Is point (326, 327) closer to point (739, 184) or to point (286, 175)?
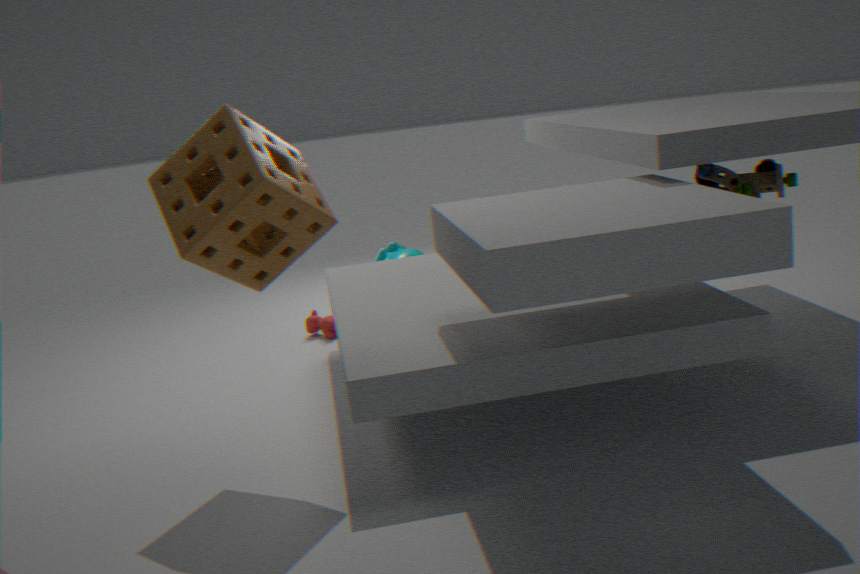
point (286, 175)
